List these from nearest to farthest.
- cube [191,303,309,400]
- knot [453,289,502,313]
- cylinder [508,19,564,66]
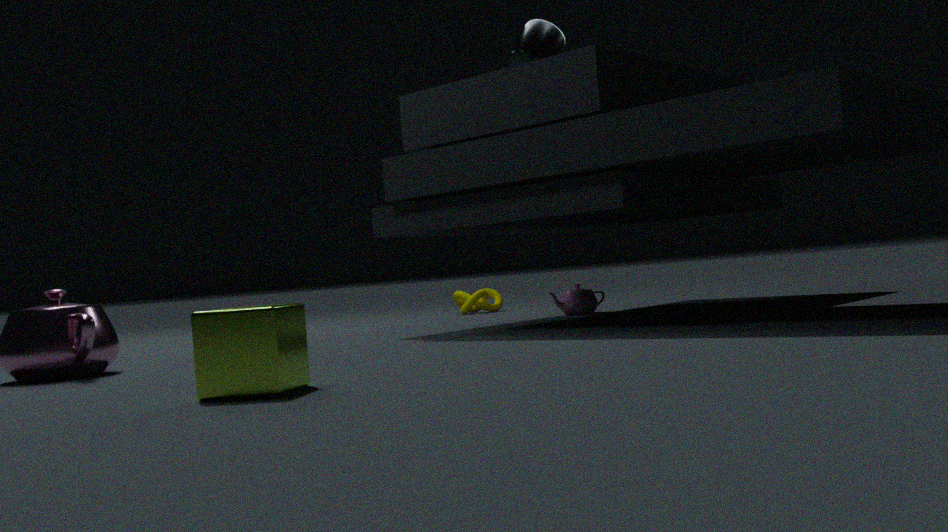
cube [191,303,309,400], cylinder [508,19,564,66], knot [453,289,502,313]
